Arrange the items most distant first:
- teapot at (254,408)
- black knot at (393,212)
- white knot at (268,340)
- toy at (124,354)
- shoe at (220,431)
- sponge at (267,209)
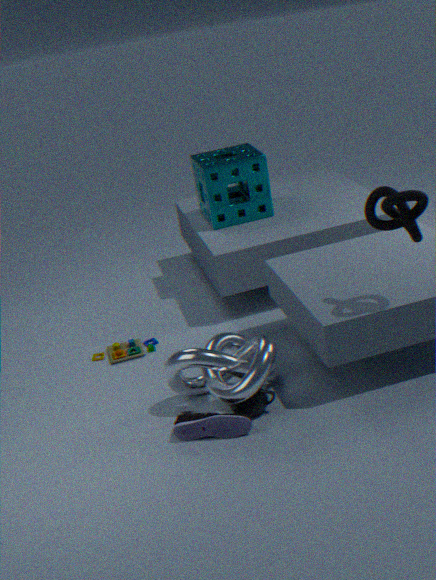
sponge at (267,209) → toy at (124,354) → teapot at (254,408) → white knot at (268,340) → shoe at (220,431) → black knot at (393,212)
